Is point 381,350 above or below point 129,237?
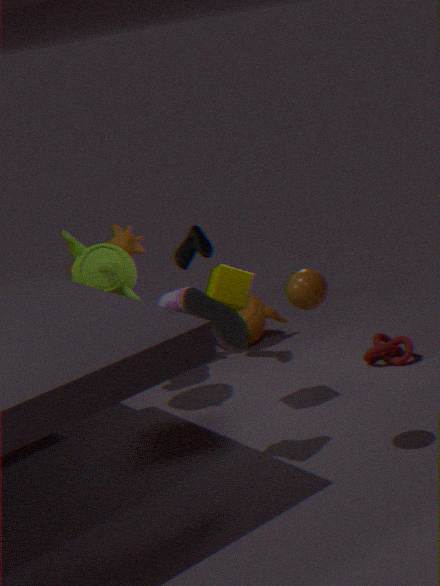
below
